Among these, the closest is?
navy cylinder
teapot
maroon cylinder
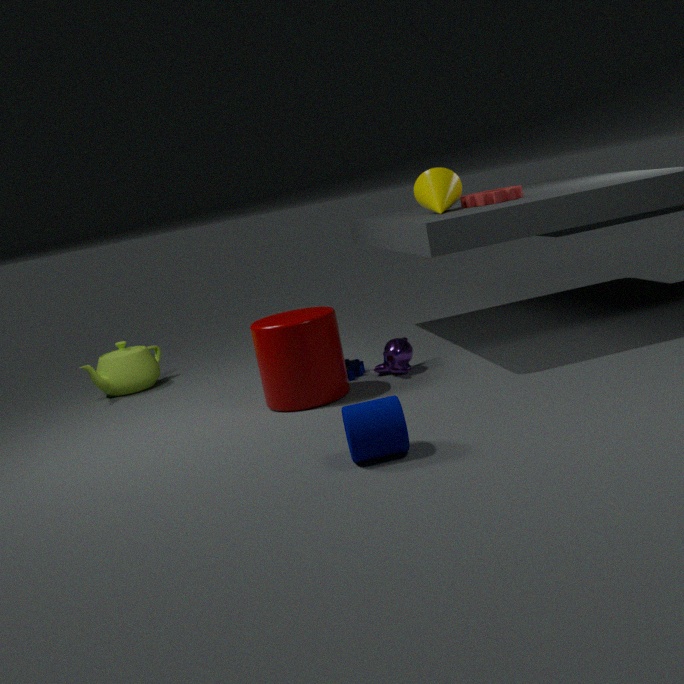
navy cylinder
